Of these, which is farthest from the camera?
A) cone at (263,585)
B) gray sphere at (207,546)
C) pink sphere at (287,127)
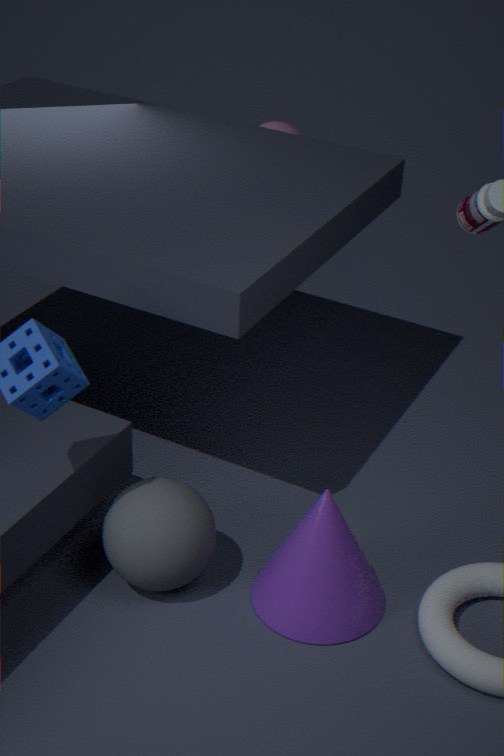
pink sphere at (287,127)
